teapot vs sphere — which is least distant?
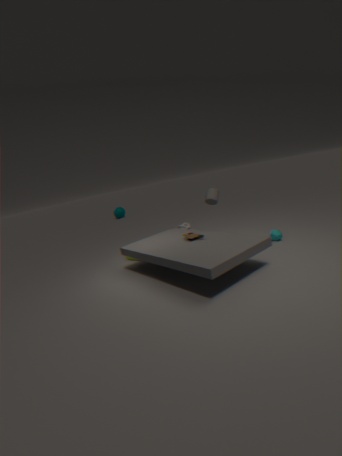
teapot
